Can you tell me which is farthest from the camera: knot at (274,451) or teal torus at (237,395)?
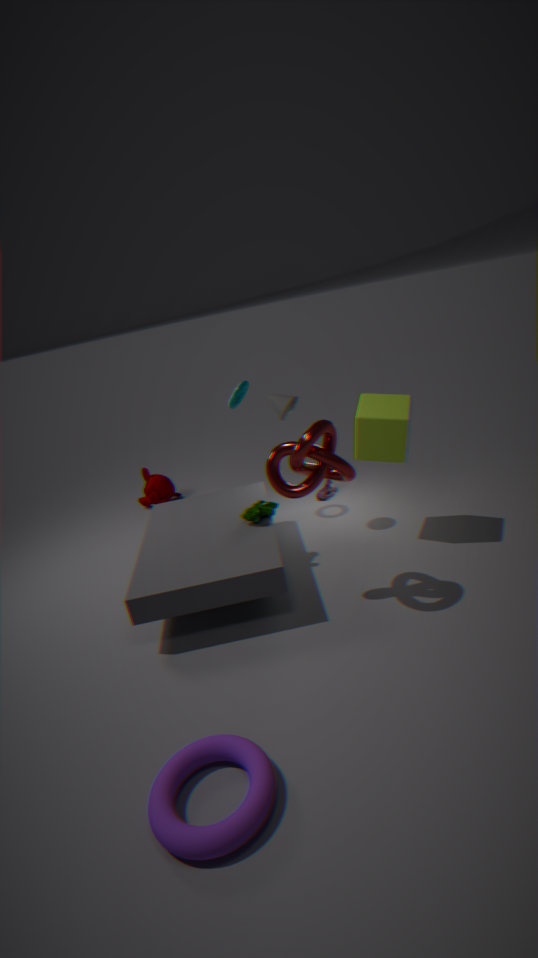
teal torus at (237,395)
